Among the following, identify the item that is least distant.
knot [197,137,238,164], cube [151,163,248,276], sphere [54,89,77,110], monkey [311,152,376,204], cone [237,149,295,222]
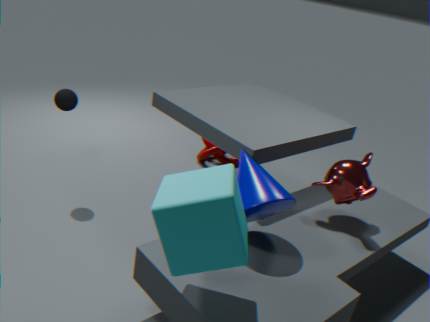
cube [151,163,248,276]
